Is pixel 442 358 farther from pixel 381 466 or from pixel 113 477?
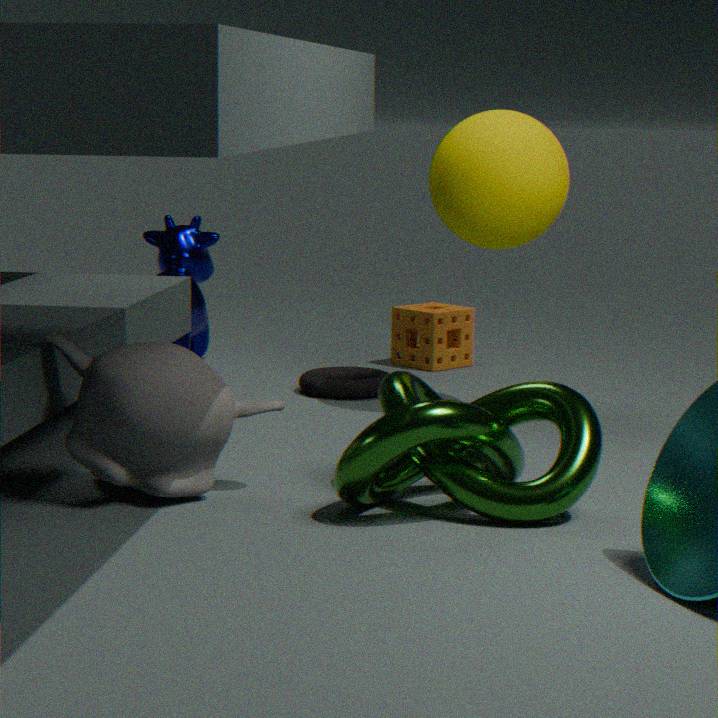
pixel 113 477
